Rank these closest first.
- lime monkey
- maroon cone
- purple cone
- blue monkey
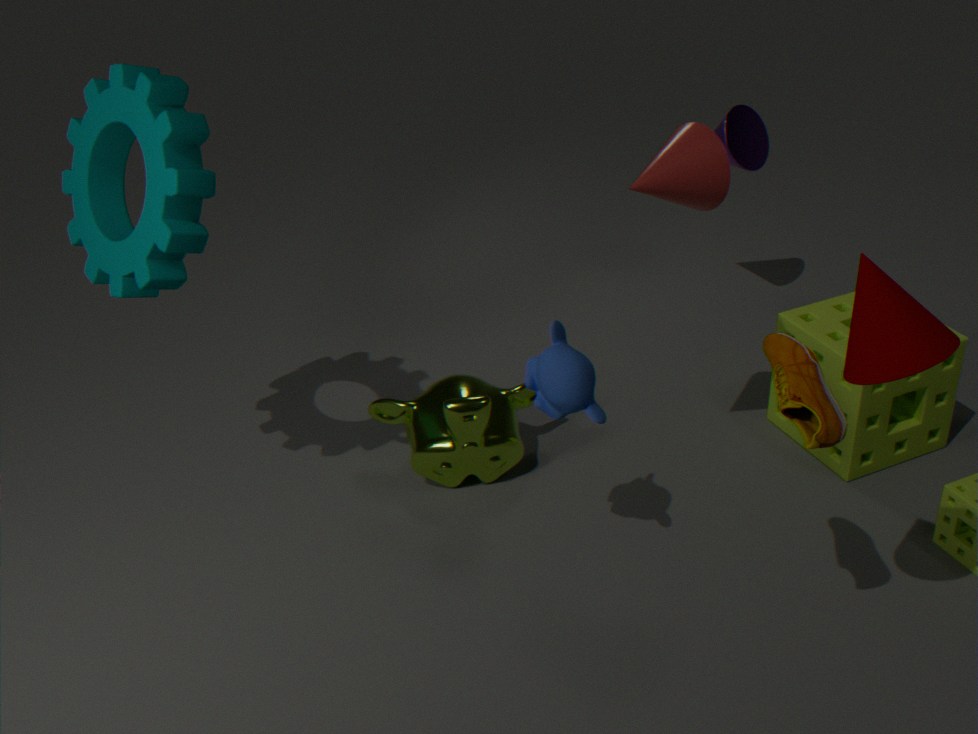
maroon cone < blue monkey < lime monkey < purple cone
